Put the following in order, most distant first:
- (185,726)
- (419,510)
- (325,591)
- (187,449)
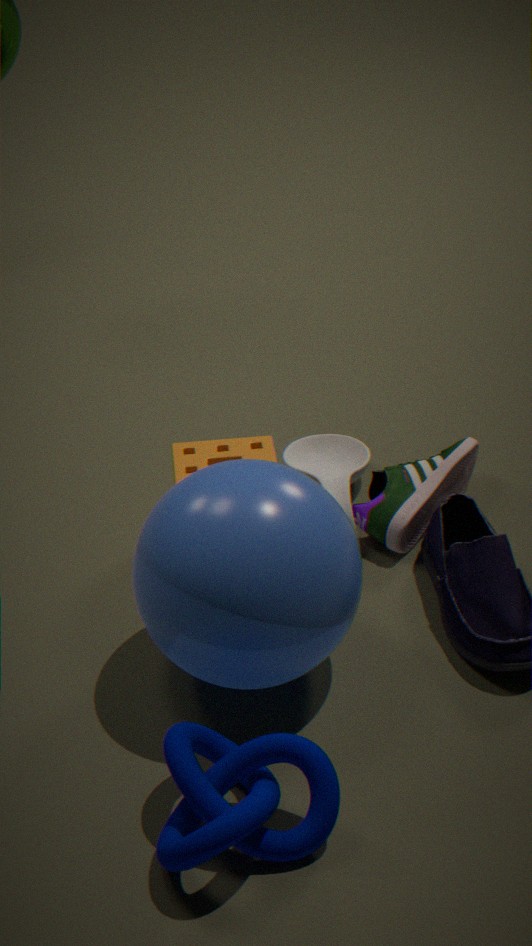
1. (187,449)
2. (419,510)
3. (325,591)
4. (185,726)
